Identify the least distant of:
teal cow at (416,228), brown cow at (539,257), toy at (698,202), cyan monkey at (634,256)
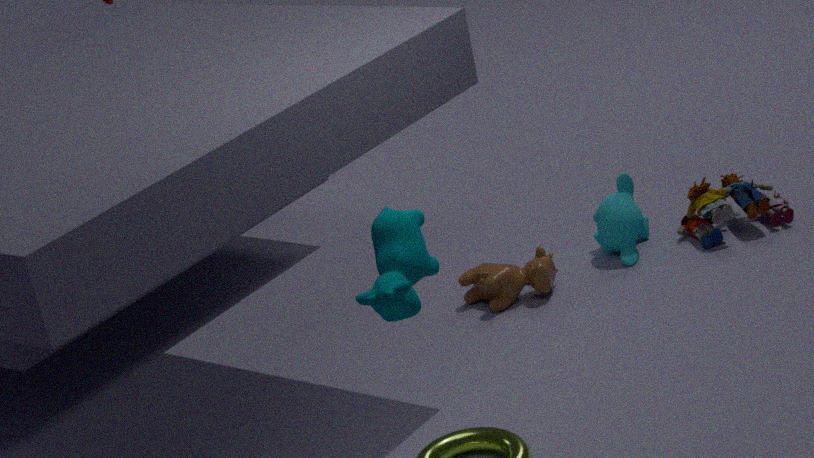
teal cow at (416,228)
